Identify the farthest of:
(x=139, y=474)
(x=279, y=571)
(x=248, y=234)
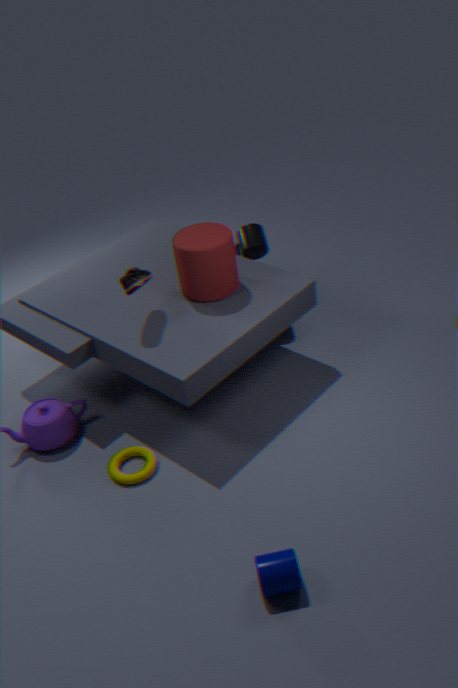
(x=248, y=234)
